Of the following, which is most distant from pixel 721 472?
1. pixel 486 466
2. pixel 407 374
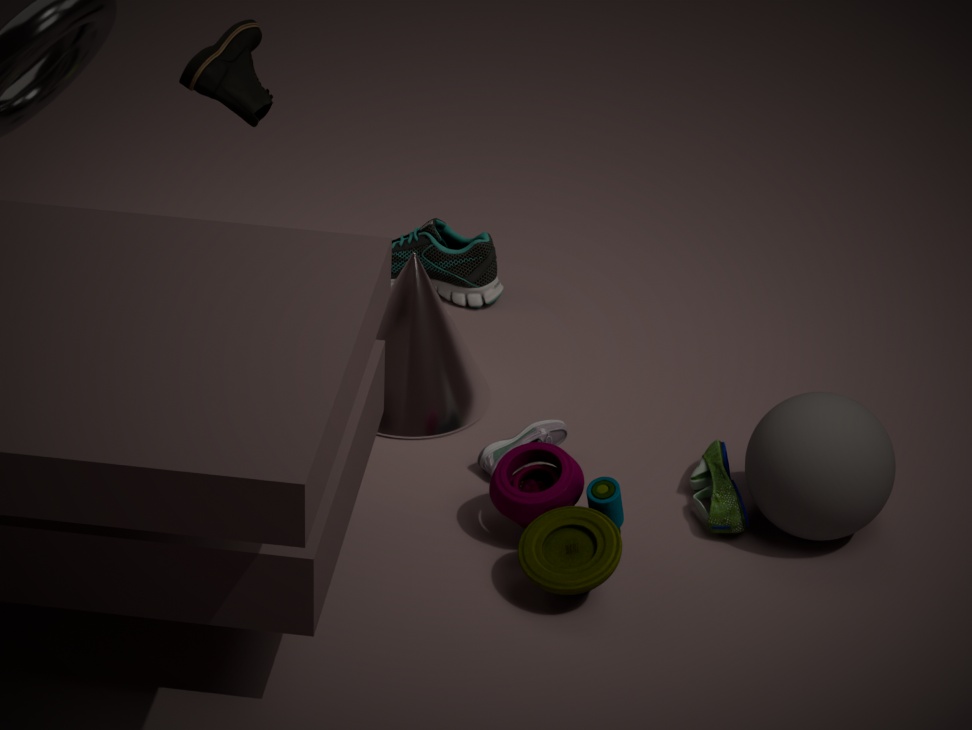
pixel 407 374
